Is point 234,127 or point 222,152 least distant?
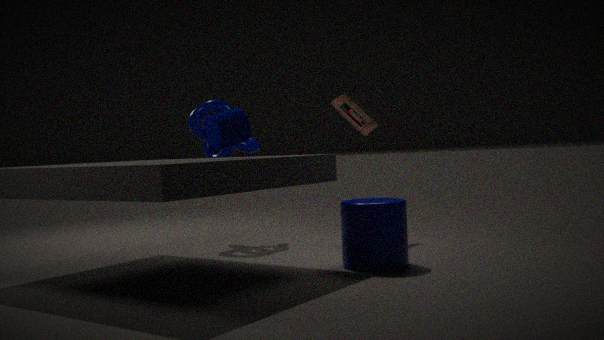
point 234,127
